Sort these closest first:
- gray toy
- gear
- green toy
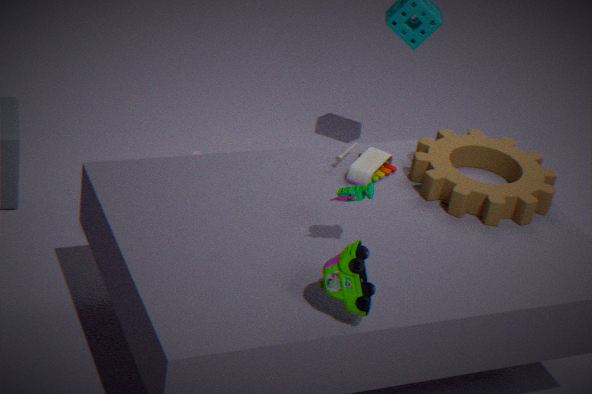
1. green toy
2. gear
3. gray toy
